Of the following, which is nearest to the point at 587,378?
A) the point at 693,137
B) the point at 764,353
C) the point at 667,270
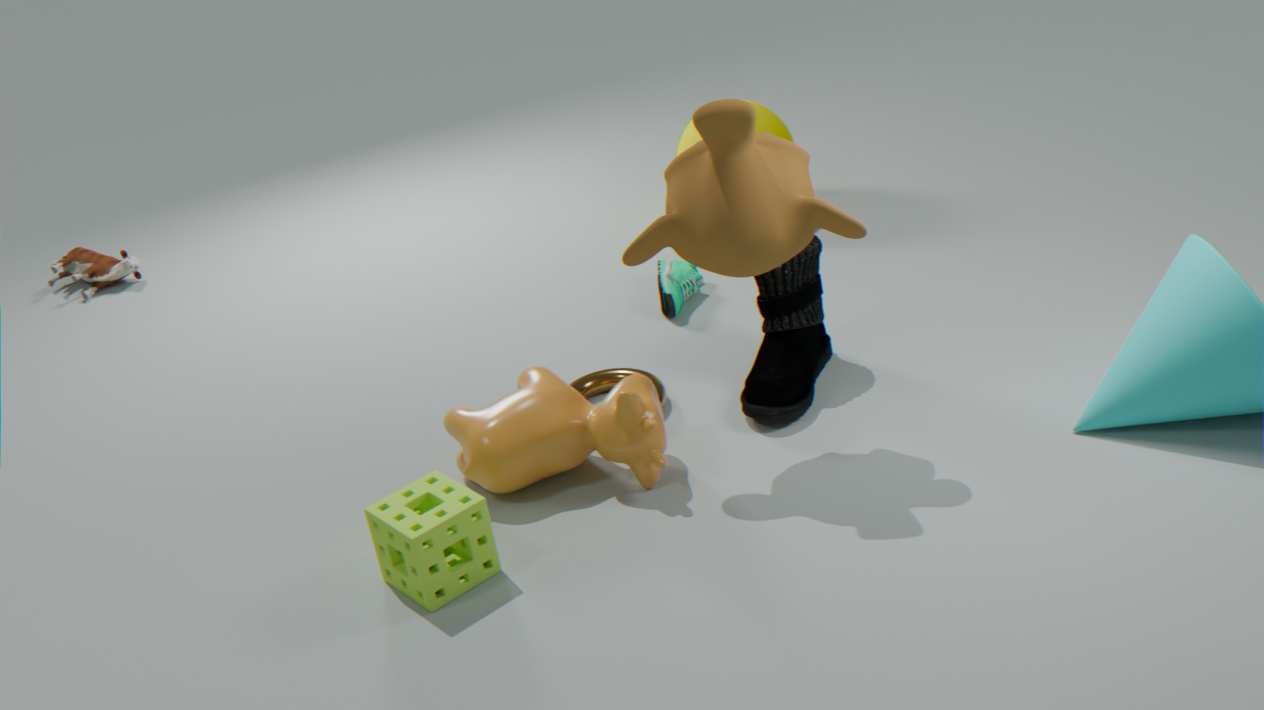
the point at 764,353
